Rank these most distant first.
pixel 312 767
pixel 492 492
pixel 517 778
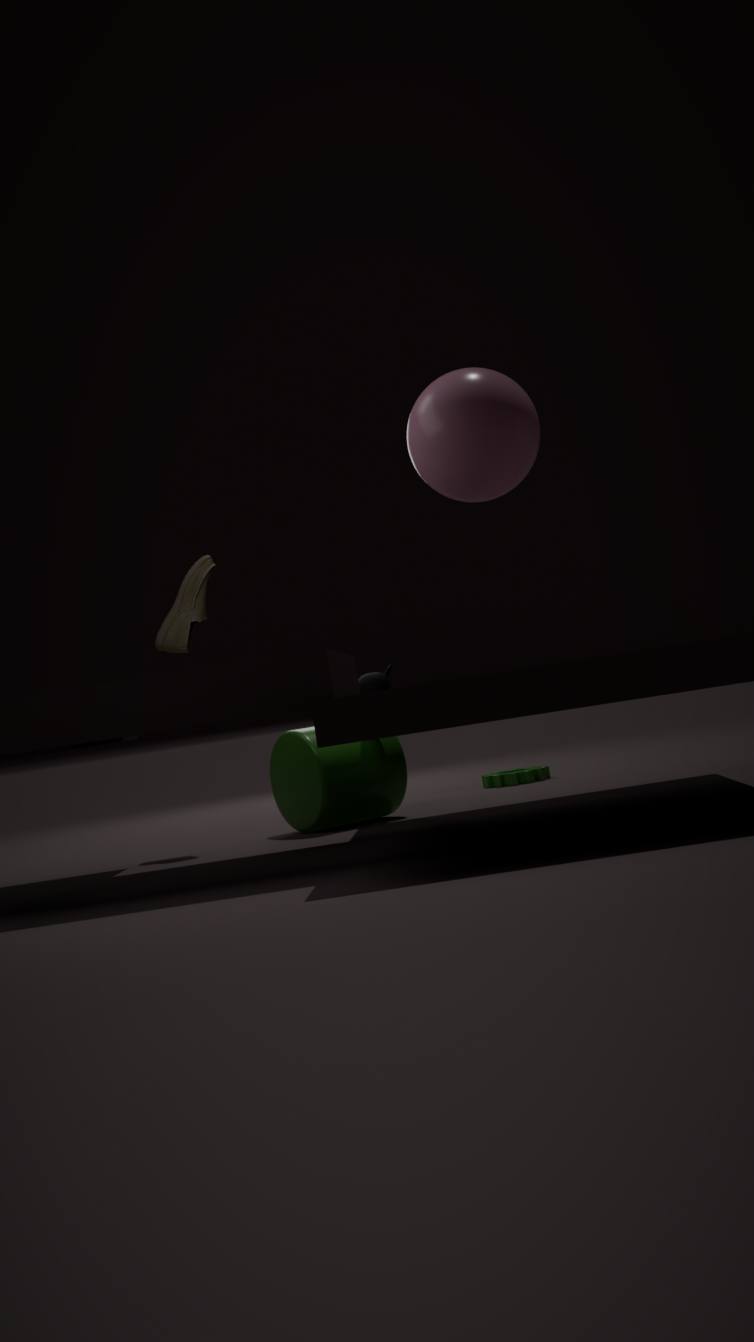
pixel 517 778, pixel 312 767, pixel 492 492
